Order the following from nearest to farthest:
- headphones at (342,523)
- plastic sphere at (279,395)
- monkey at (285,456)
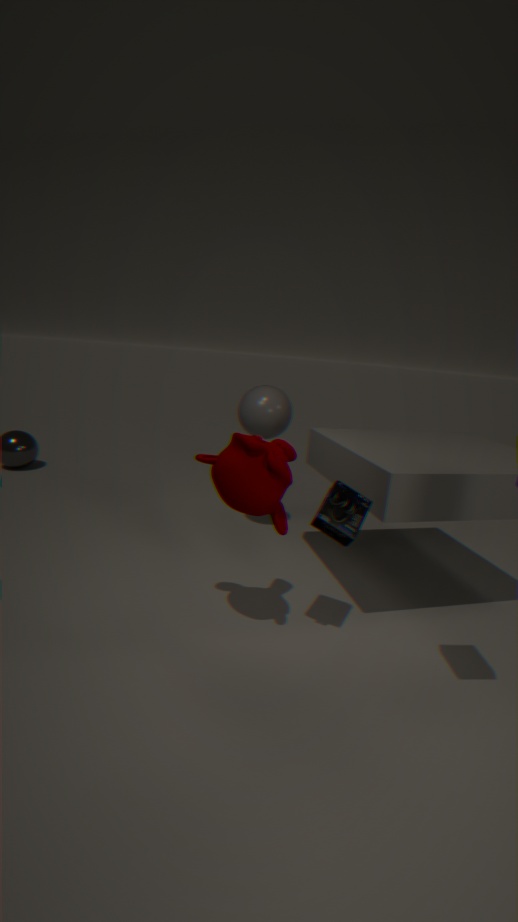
1. monkey at (285,456)
2. headphones at (342,523)
3. plastic sphere at (279,395)
